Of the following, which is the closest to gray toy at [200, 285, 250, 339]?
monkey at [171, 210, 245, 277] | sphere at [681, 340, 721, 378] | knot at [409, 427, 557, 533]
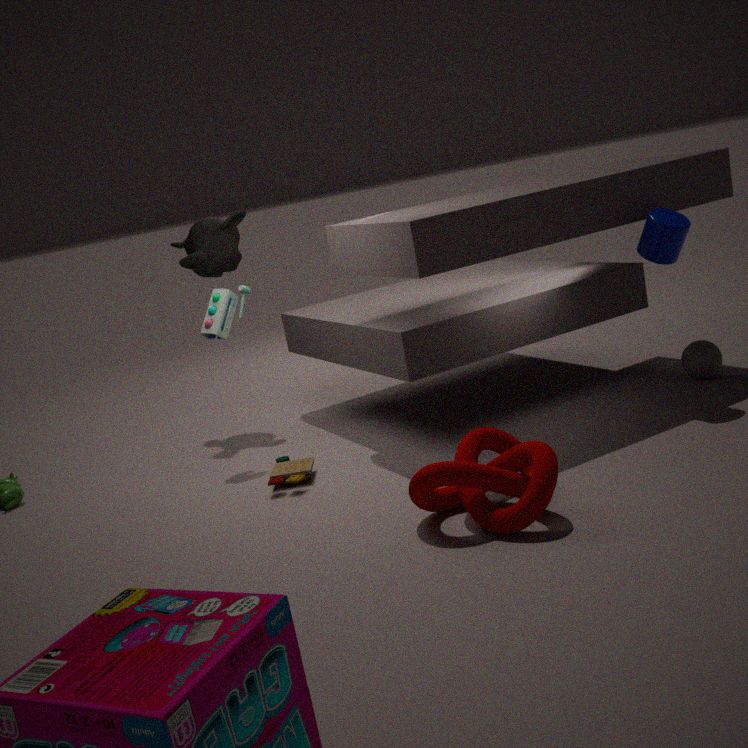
monkey at [171, 210, 245, 277]
